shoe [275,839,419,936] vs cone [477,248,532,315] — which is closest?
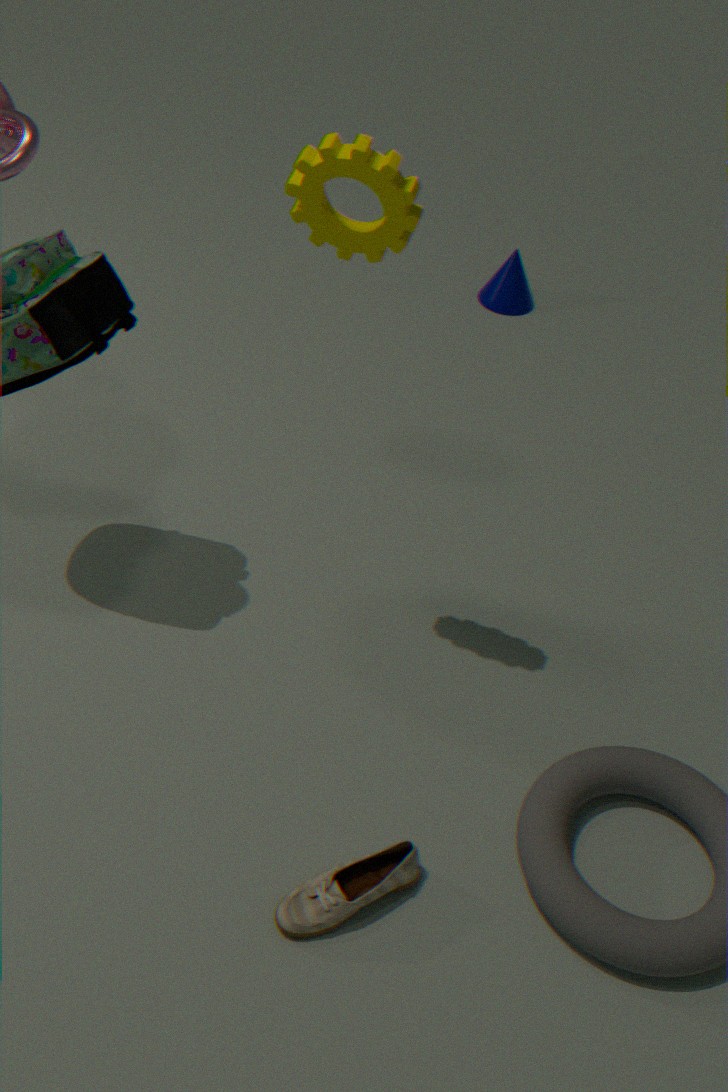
shoe [275,839,419,936]
